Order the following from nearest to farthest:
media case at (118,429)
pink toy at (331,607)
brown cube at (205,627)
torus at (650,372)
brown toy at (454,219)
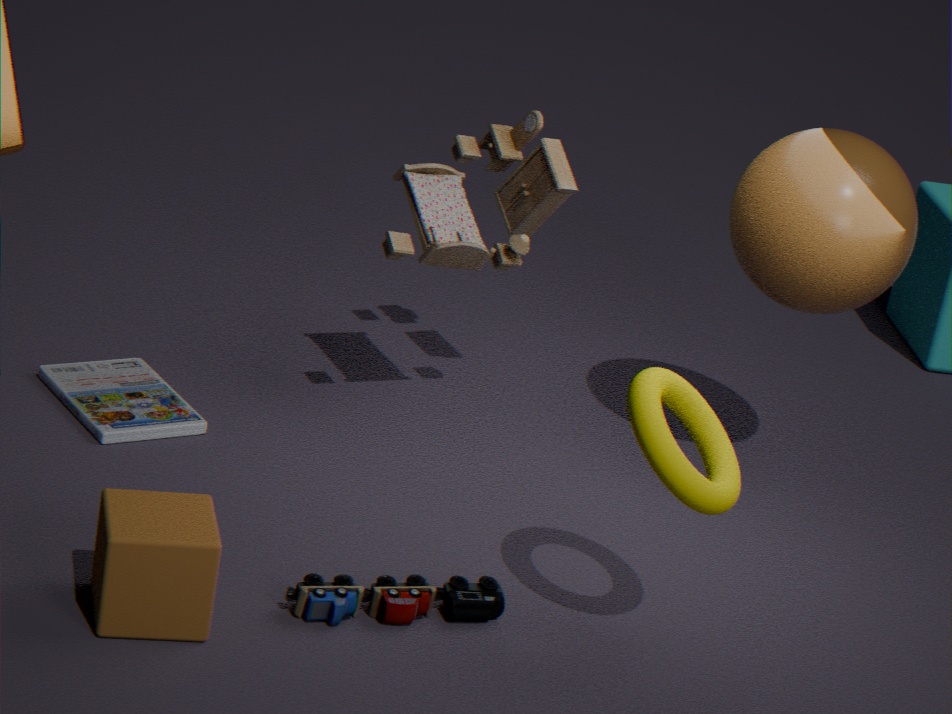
brown cube at (205,627)
torus at (650,372)
pink toy at (331,607)
media case at (118,429)
brown toy at (454,219)
